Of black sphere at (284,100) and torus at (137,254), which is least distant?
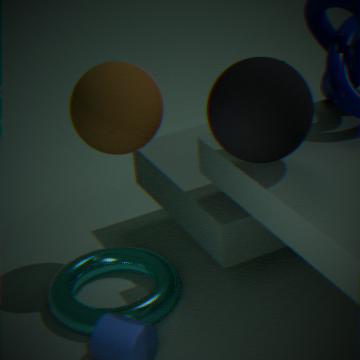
black sphere at (284,100)
